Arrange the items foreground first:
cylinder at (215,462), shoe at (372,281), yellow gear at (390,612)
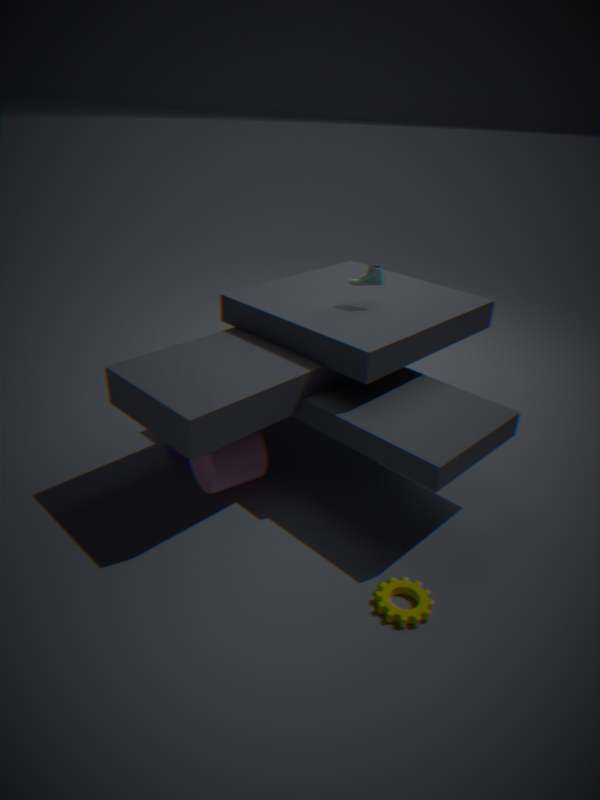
yellow gear at (390,612) → cylinder at (215,462) → shoe at (372,281)
